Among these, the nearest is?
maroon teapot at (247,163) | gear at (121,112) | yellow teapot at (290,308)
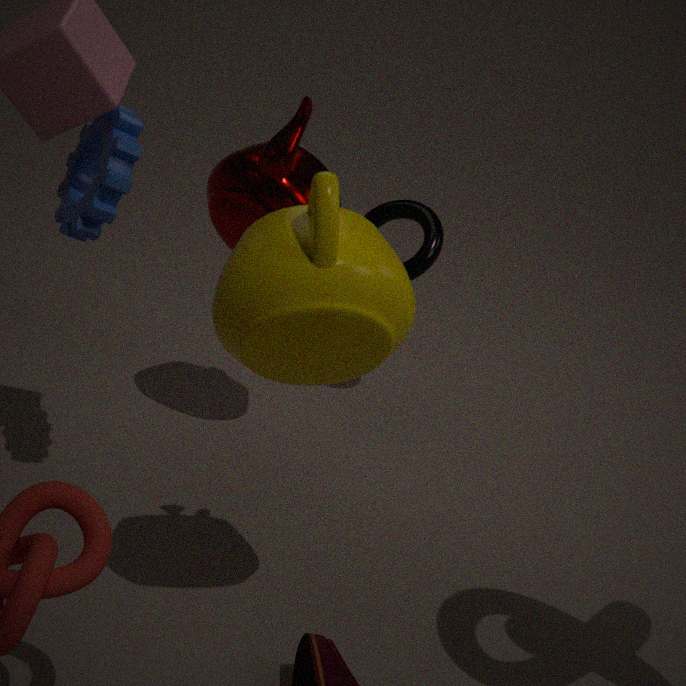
yellow teapot at (290,308)
